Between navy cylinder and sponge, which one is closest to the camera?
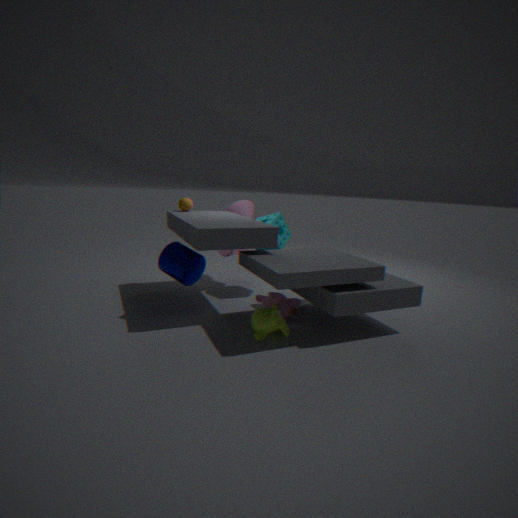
navy cylinder
